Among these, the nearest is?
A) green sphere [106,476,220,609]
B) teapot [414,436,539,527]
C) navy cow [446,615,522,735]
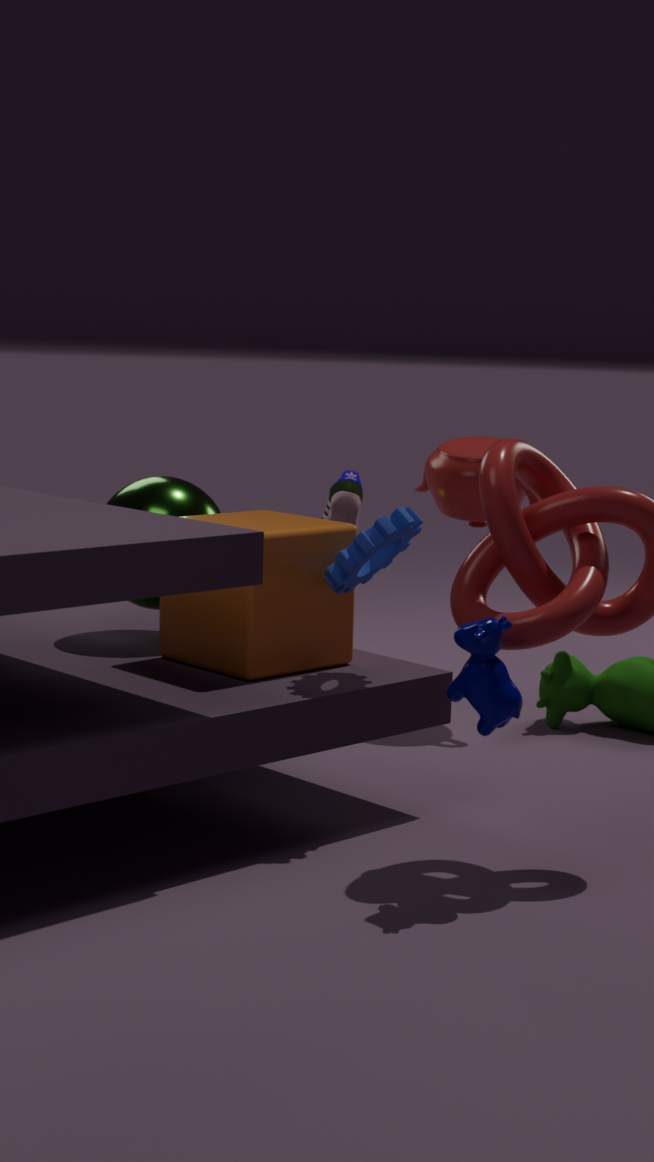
navy cow [446,615,522,735]
